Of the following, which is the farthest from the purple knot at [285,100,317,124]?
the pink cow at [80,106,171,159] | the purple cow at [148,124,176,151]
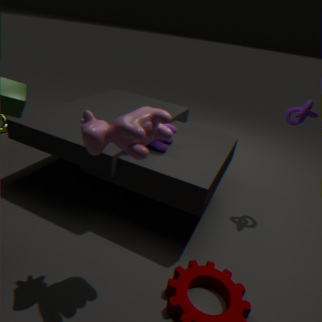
the pink cow at [80,106,171,159]
